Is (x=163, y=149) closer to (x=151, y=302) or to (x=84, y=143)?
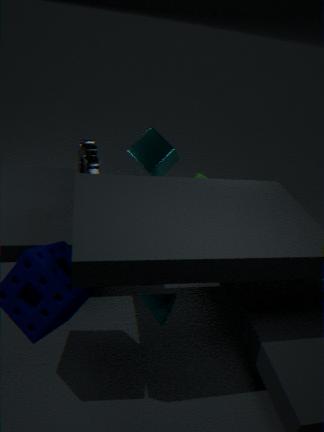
(x=84, y=143)
